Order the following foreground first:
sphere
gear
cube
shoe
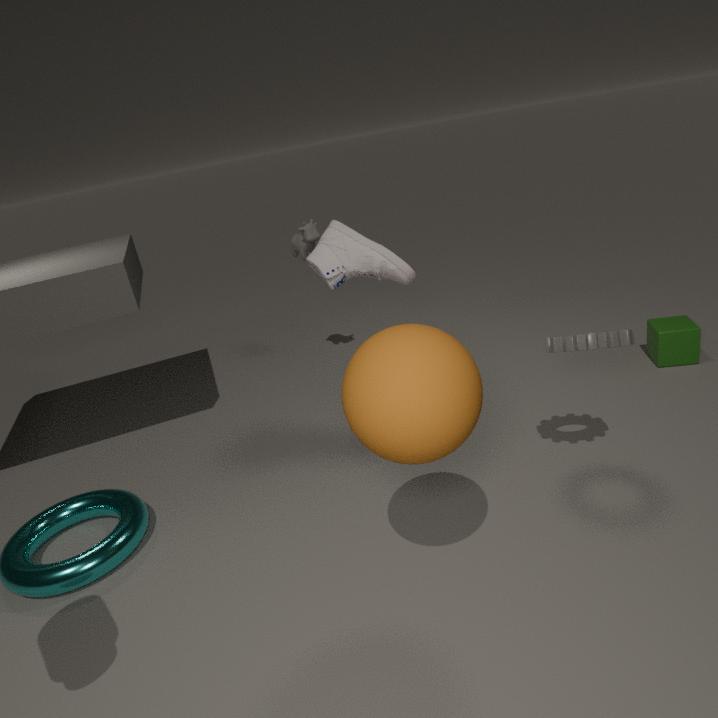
sphere < gear < shoe < cube
